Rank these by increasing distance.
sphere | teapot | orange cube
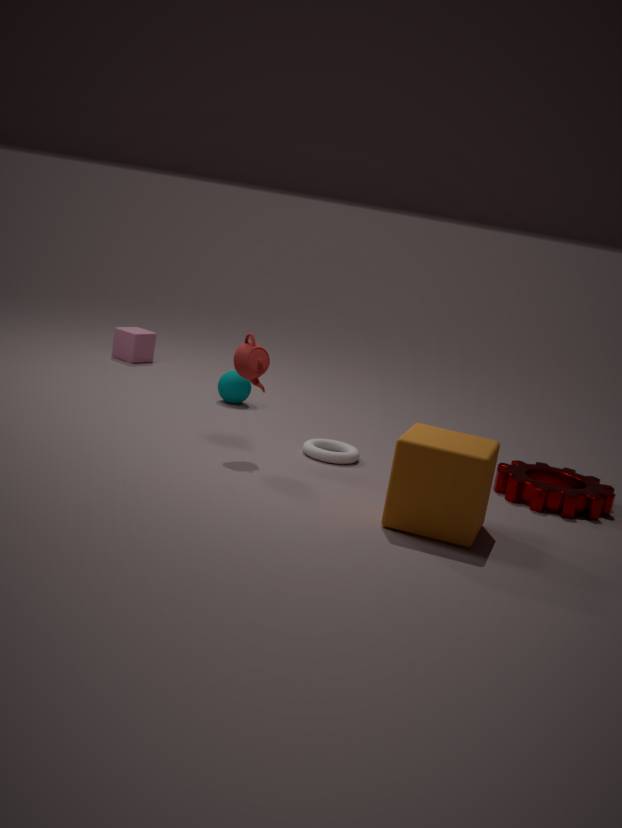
orange cube, teapot, sphere
